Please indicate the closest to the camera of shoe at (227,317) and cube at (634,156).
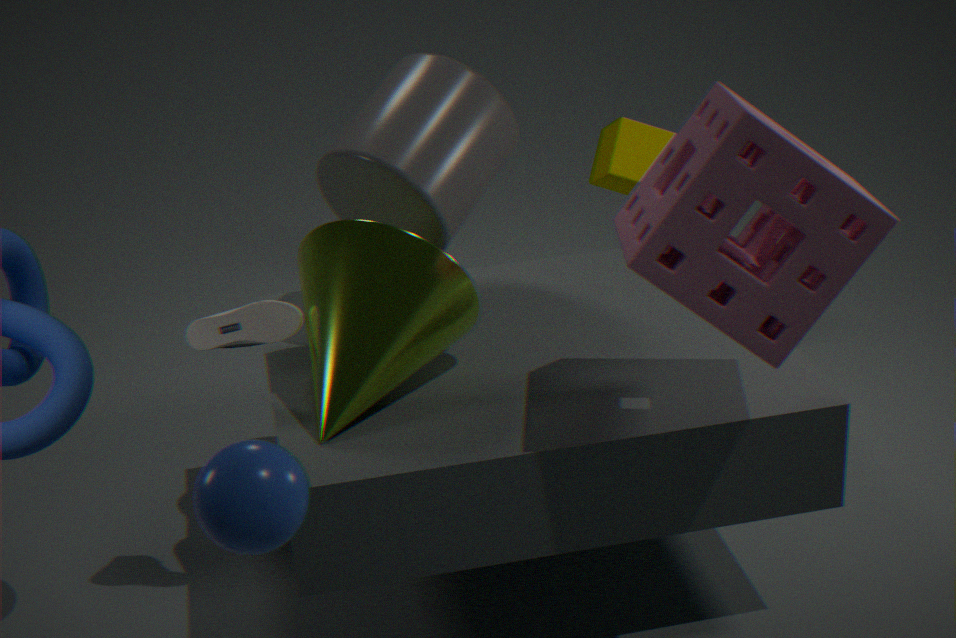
shoe at (227,317)
